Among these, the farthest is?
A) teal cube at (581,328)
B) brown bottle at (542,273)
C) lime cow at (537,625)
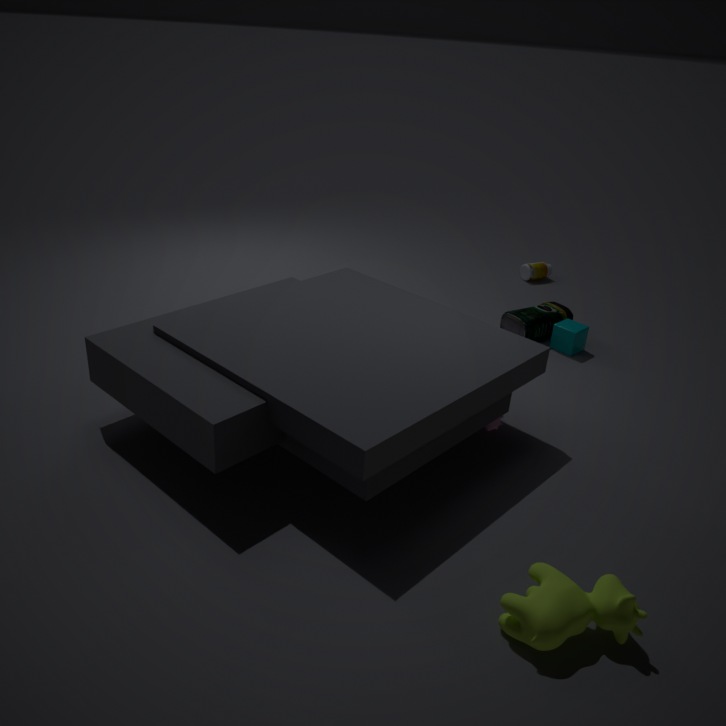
brown bottle at (542,273)
